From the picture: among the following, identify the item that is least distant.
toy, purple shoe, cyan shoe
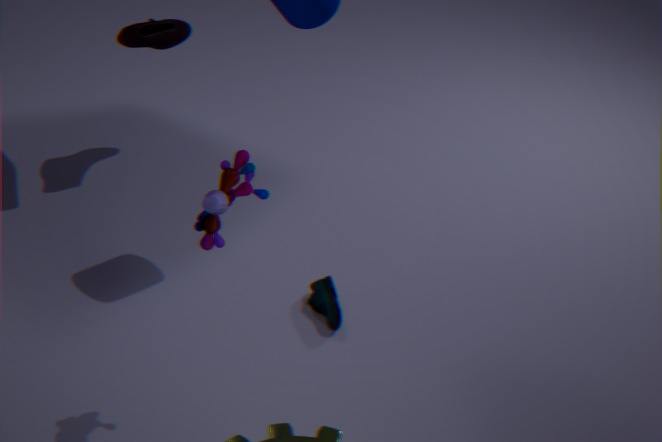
toy
